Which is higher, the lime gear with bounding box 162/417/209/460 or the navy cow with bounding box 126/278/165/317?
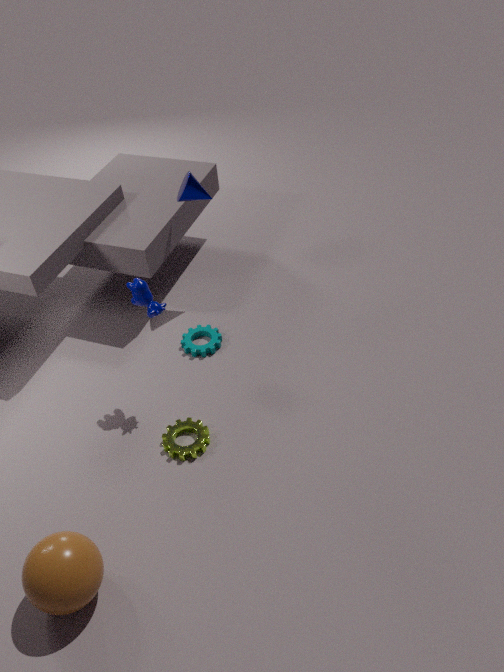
the navy cow with bounding box 126/278/165/317
